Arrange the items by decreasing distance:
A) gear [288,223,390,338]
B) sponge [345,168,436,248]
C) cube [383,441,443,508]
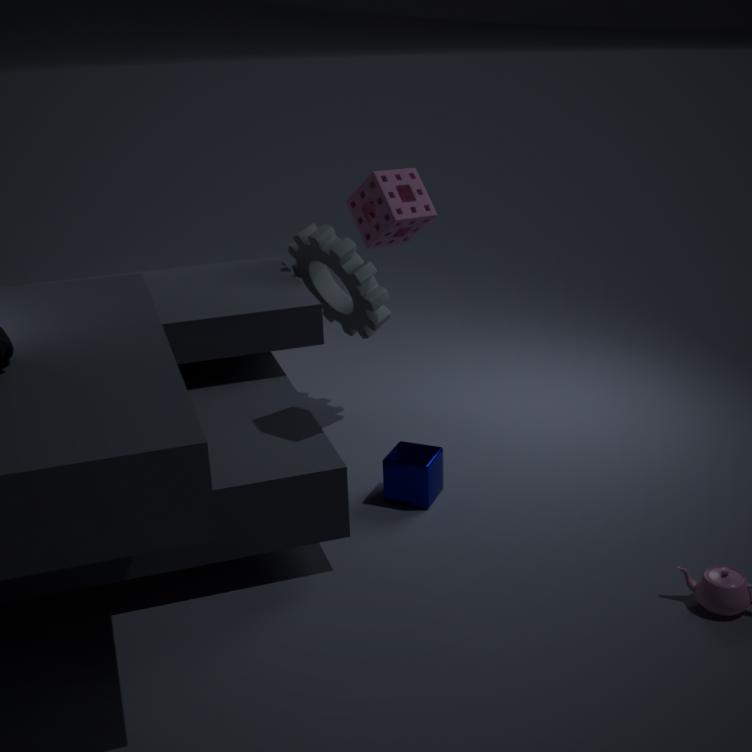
1. gear [288,223,390,338]
2. cube [383,441,443,508]
3. sponge [345,168,436,248]
